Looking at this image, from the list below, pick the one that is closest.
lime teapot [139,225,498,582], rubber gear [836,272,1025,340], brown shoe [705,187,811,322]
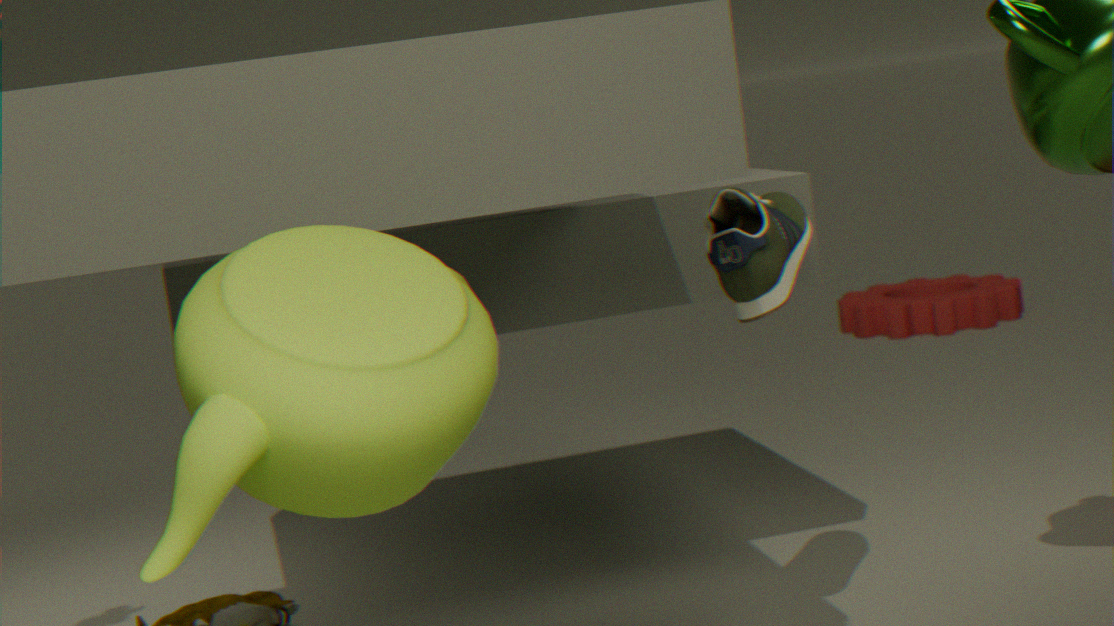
lime teapot [139,225,498,582]
